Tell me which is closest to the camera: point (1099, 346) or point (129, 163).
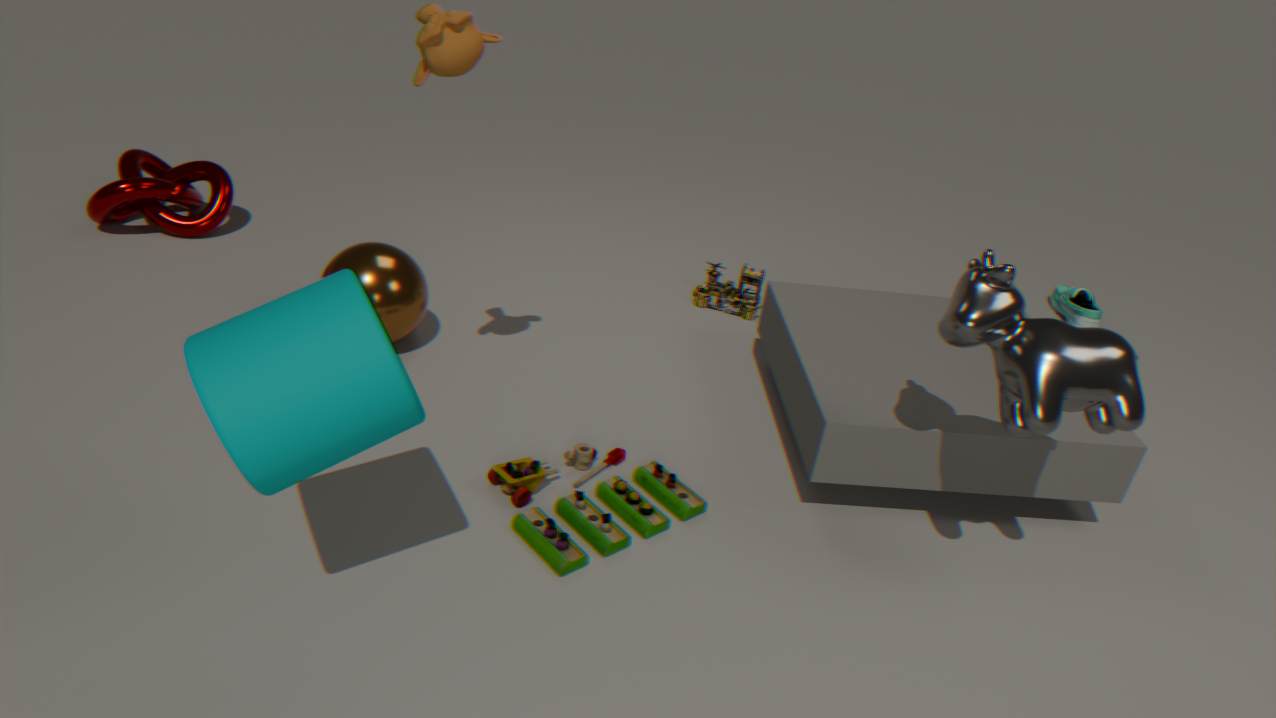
point (1099, 346)
